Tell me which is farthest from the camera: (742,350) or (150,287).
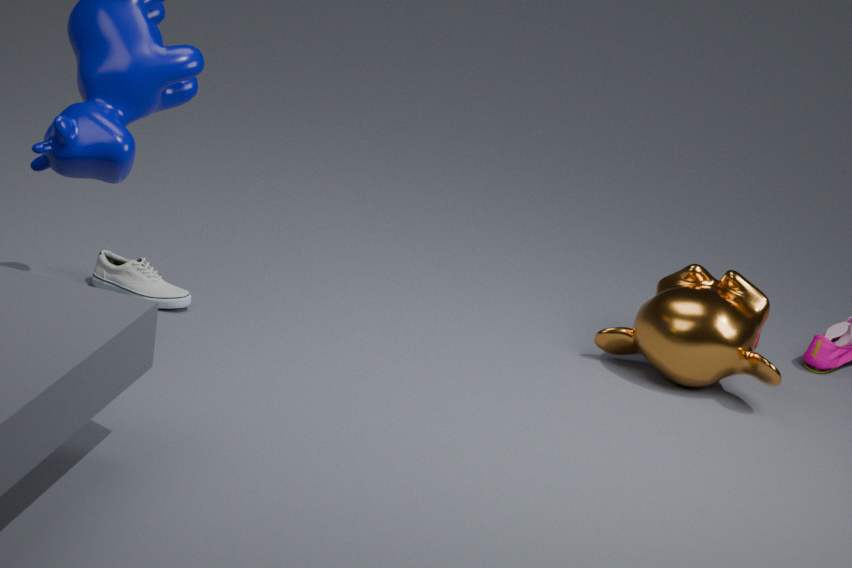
(150,287)
